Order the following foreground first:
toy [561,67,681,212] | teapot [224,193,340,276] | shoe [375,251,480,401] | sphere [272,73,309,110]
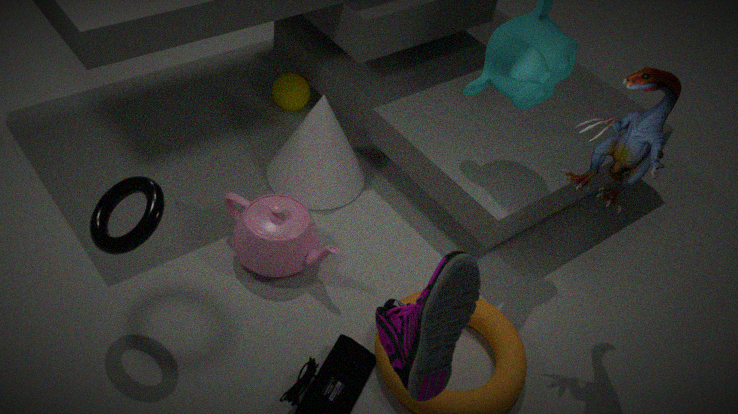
shoe [375,251,480,401], toy [561,67,681,212], teapot [224,193,340,276], sphere [272,73,309,110]
